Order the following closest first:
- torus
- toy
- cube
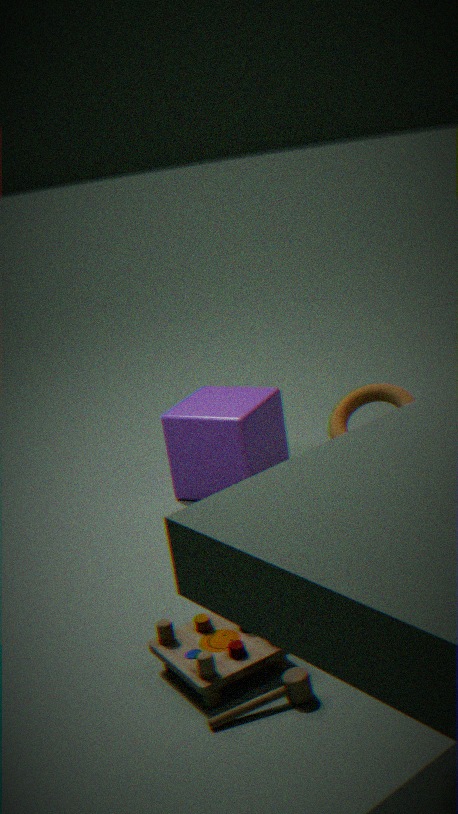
1. toy
2. torus
3. cube
